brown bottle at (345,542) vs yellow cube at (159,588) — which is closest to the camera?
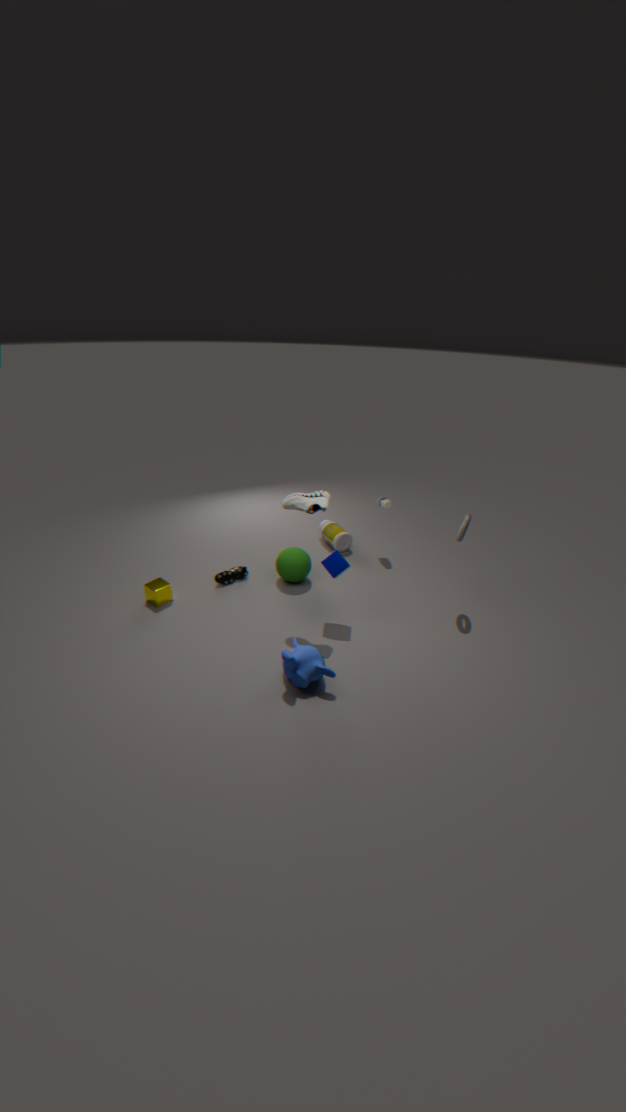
yellow cube at (159,588)
